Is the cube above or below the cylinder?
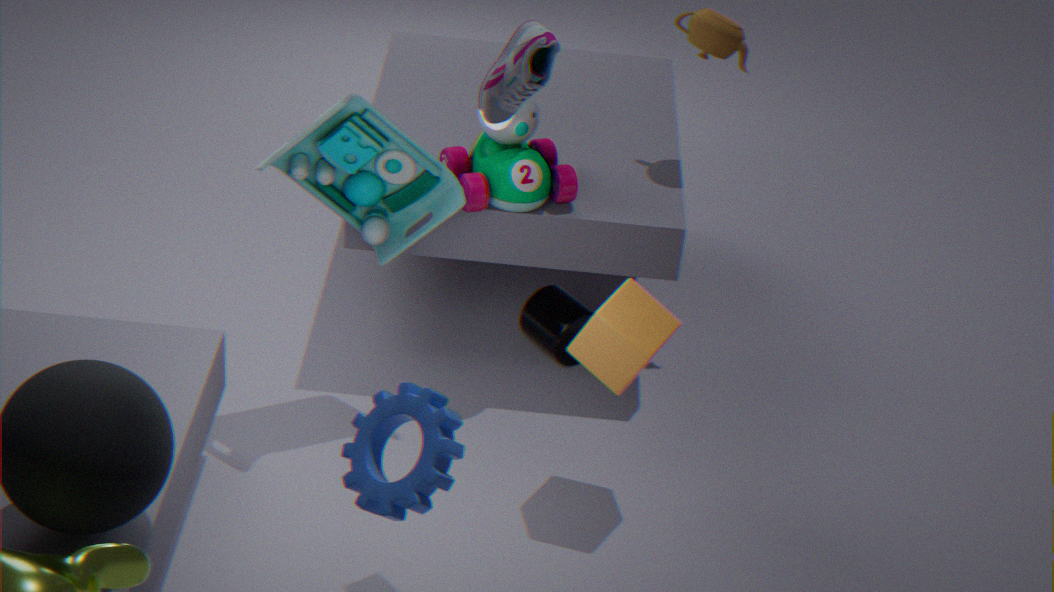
above
